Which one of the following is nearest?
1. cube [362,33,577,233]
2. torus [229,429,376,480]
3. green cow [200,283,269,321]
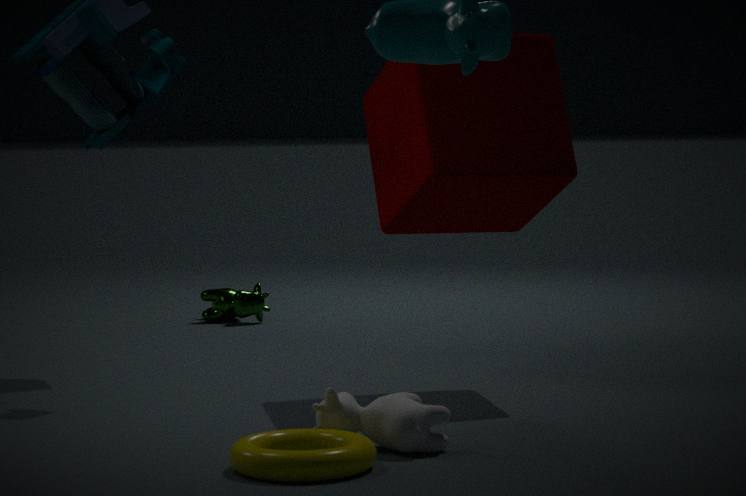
torus [229,429,376,480]
